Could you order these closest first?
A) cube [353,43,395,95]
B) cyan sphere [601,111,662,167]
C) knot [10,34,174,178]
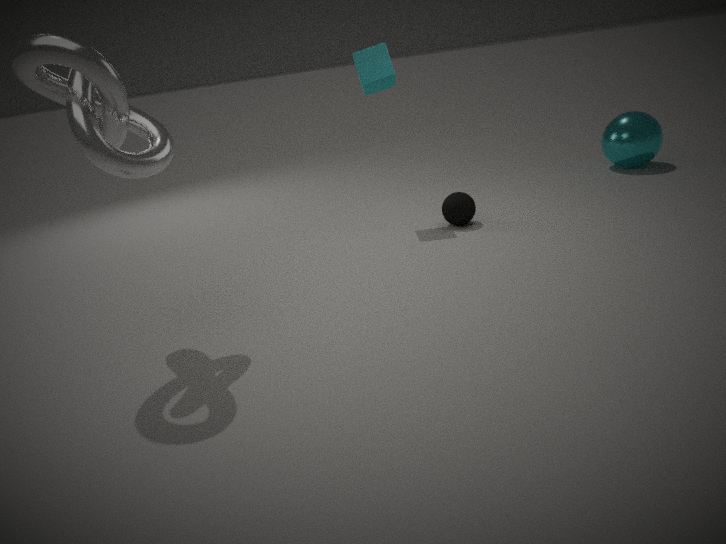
knot [10,34,174,178] < cube [353,43,395,95] < cyan sphere [601,111,662,167]
